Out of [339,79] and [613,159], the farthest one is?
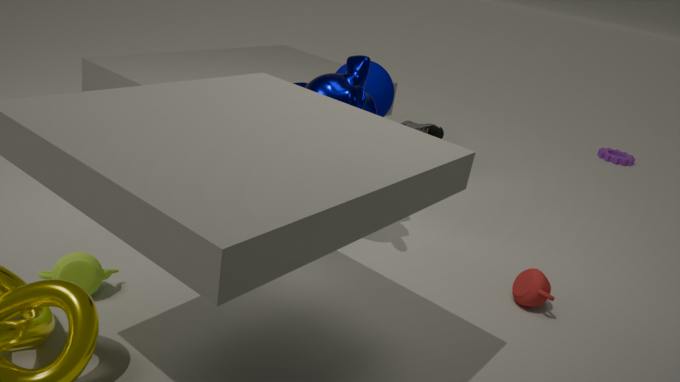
[613,159]
